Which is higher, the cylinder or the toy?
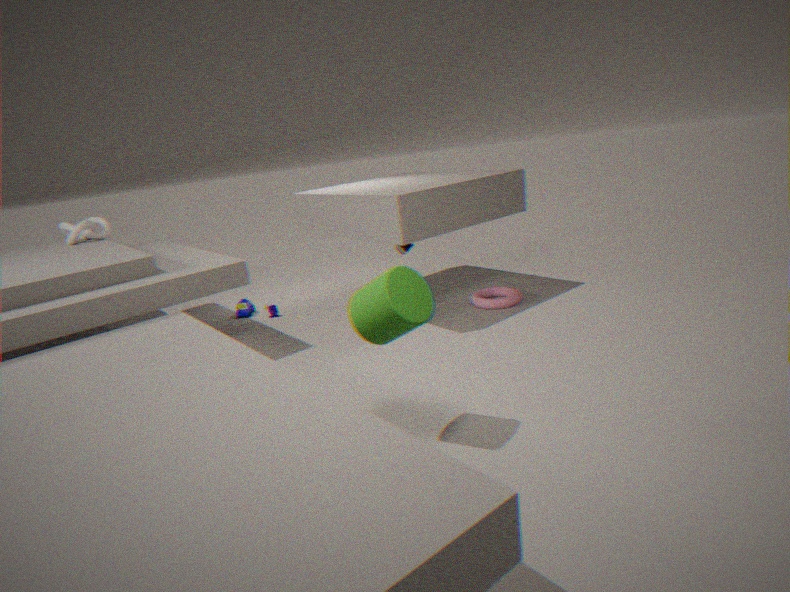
the cylinder
